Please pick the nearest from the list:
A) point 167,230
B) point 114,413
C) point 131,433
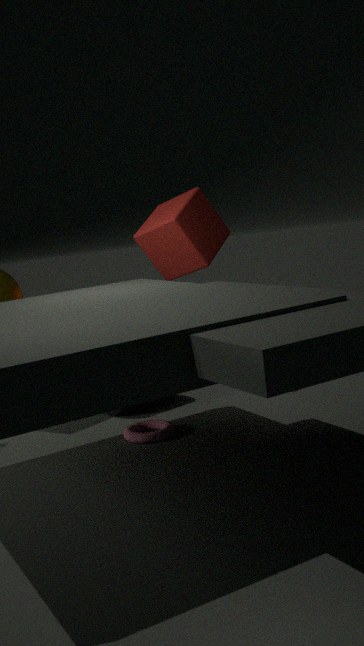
point 131,433
